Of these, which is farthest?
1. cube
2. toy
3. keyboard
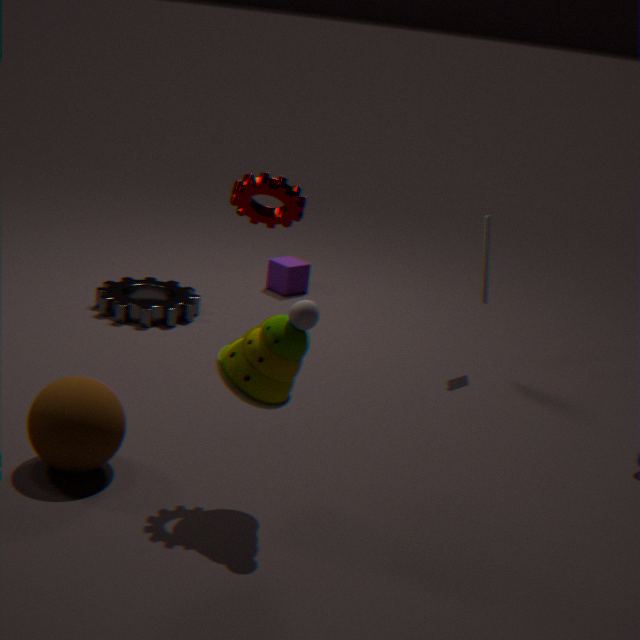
cube
